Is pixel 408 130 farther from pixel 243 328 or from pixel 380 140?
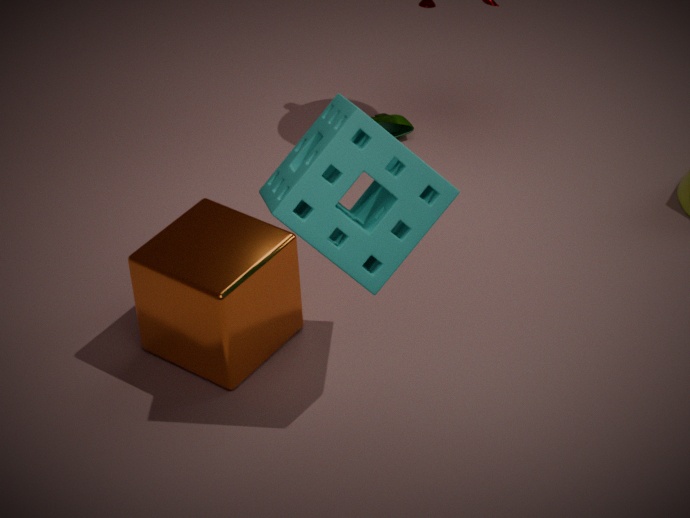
pixel 380 140
